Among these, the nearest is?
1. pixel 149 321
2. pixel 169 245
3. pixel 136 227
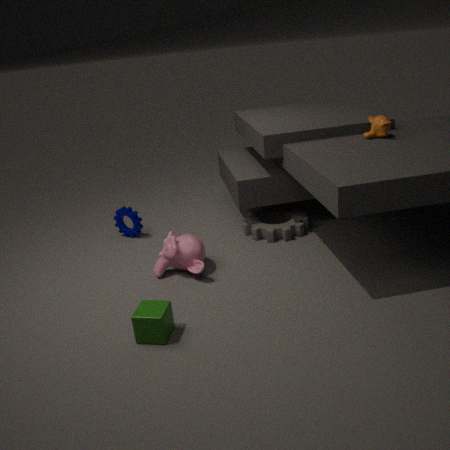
pixel 149 321
